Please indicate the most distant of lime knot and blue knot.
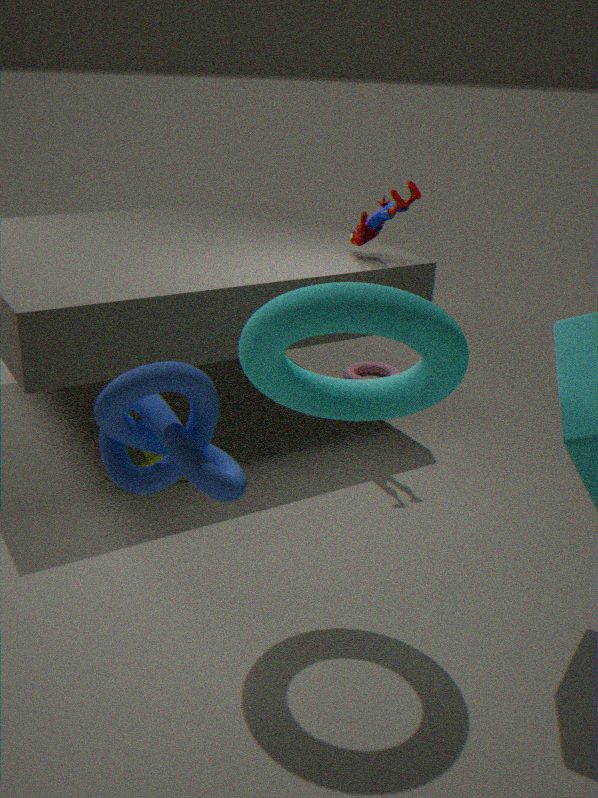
lime knot
